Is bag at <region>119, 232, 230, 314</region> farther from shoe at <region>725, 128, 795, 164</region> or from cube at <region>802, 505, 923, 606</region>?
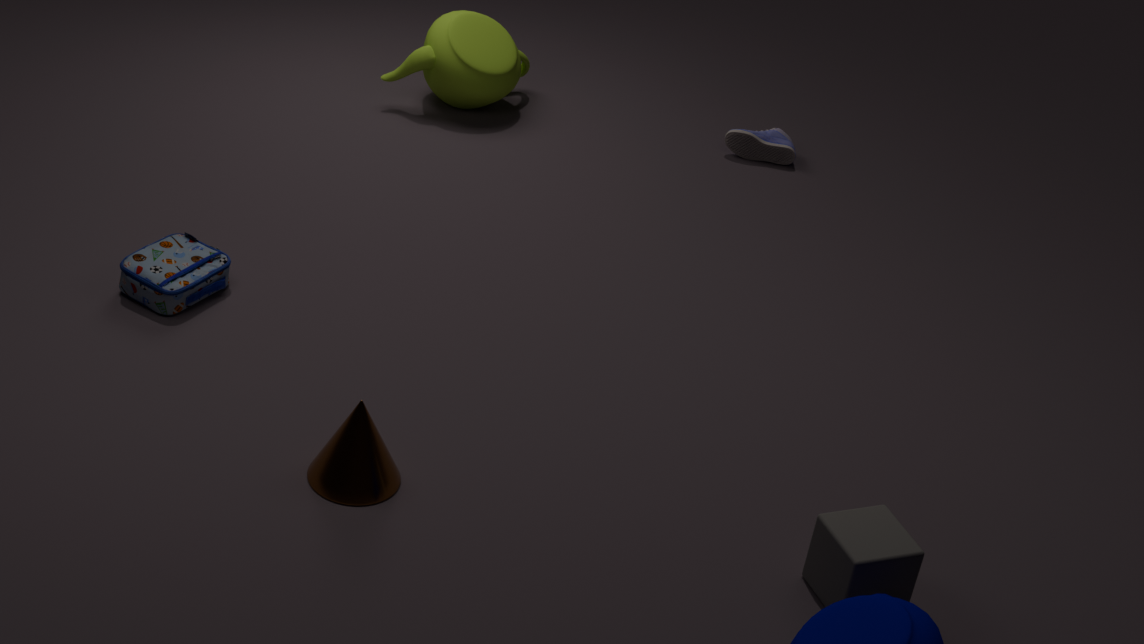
shoe at <region>725, 128, 795, 164</region>
